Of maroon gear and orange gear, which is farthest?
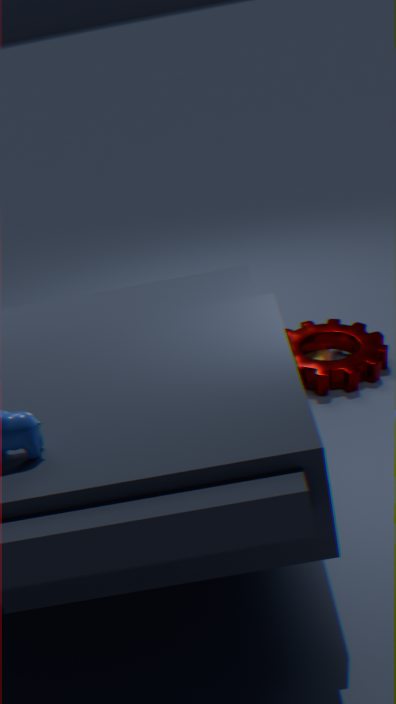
orange gear
